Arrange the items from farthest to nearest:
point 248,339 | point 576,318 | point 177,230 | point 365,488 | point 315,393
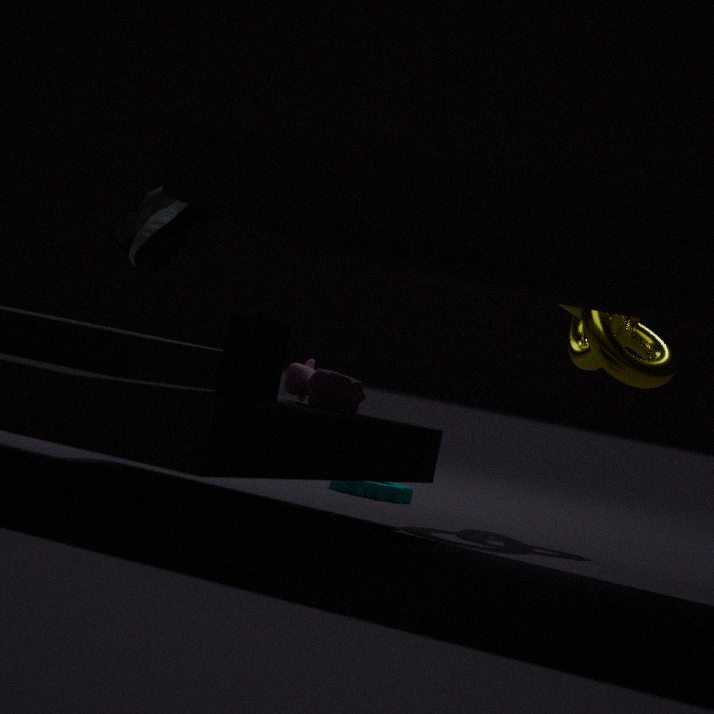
point 365,488, point 576,318, point 315,393, point 177,230, point 248,339
